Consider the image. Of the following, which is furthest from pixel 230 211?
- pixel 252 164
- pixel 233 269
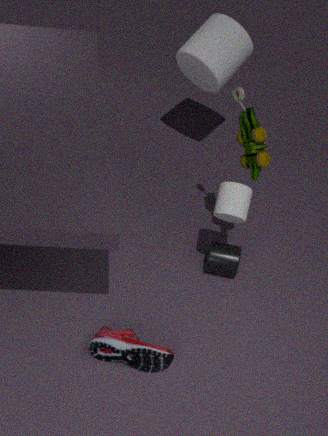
pixel 233 269
